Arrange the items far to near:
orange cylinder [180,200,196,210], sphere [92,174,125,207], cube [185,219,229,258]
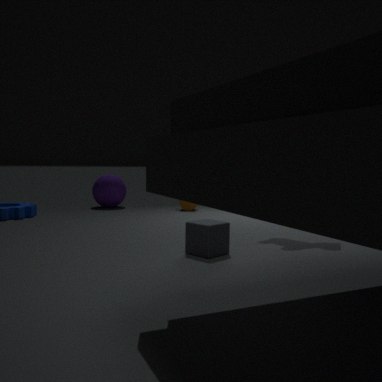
1. sphere [92,174,125,207]
2. orange cylinder [180,200,196,210]
3. cube [185,219,229,258]
